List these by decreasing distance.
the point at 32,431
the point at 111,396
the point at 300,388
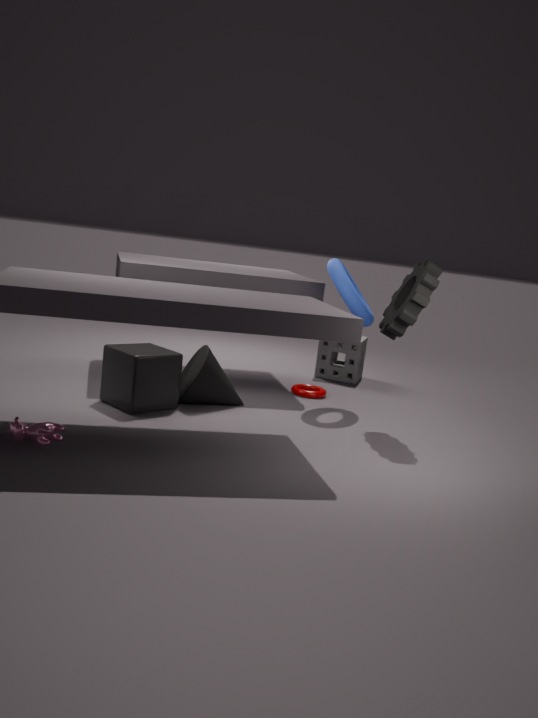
the point at 300,388, the point at 111,396, the point at 32,431
